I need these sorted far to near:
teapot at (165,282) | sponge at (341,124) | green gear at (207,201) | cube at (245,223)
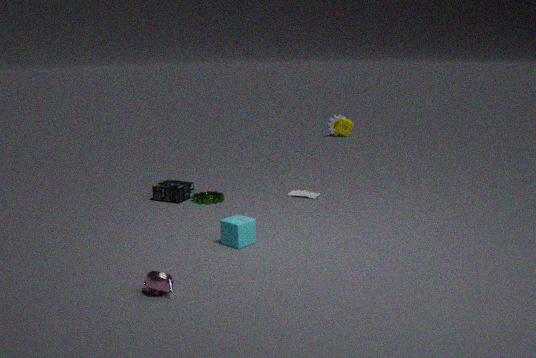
sponge at (341,124), green gear at (207,201), cube at (245,223), teapot at (165,282)
